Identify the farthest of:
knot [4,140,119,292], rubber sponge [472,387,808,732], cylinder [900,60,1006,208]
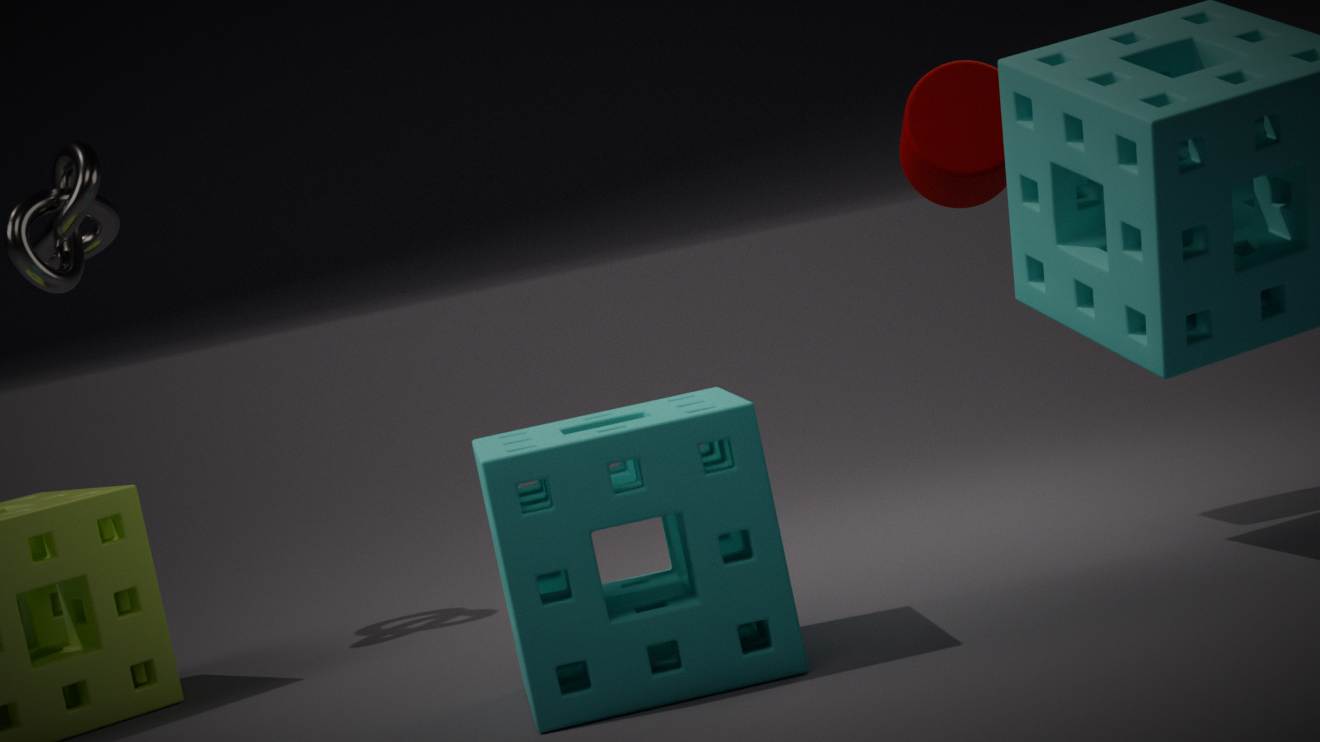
knot [4,140,119,292]
